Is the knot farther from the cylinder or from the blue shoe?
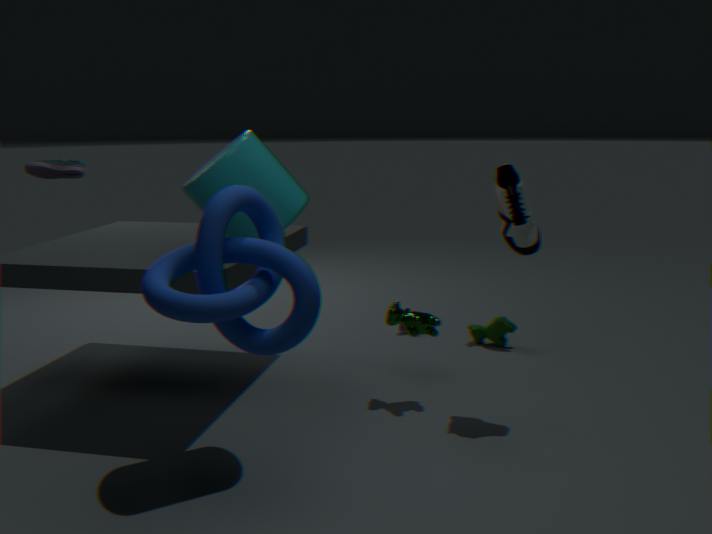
the blue shoe
